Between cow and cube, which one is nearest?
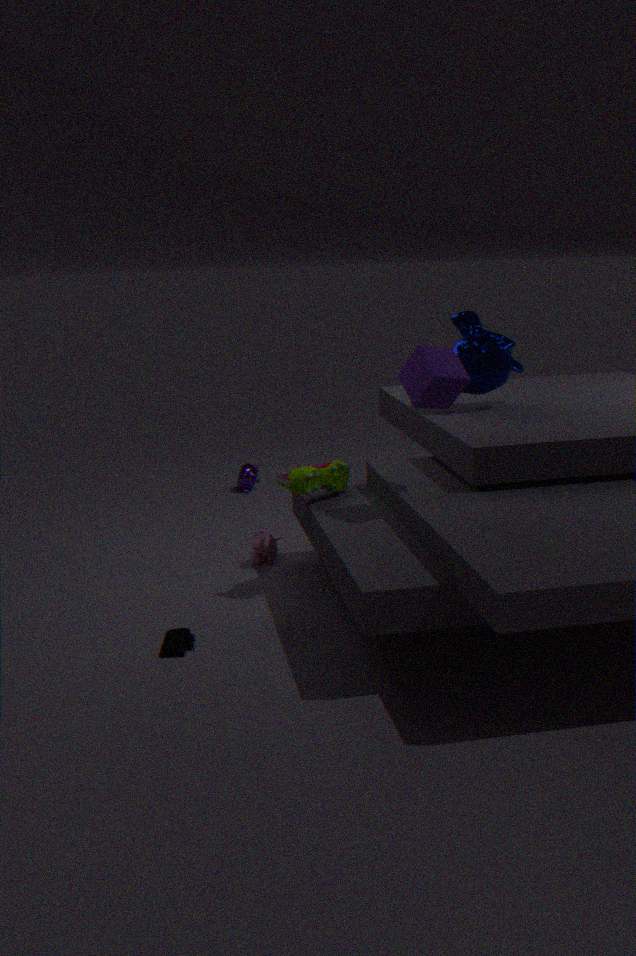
cube
